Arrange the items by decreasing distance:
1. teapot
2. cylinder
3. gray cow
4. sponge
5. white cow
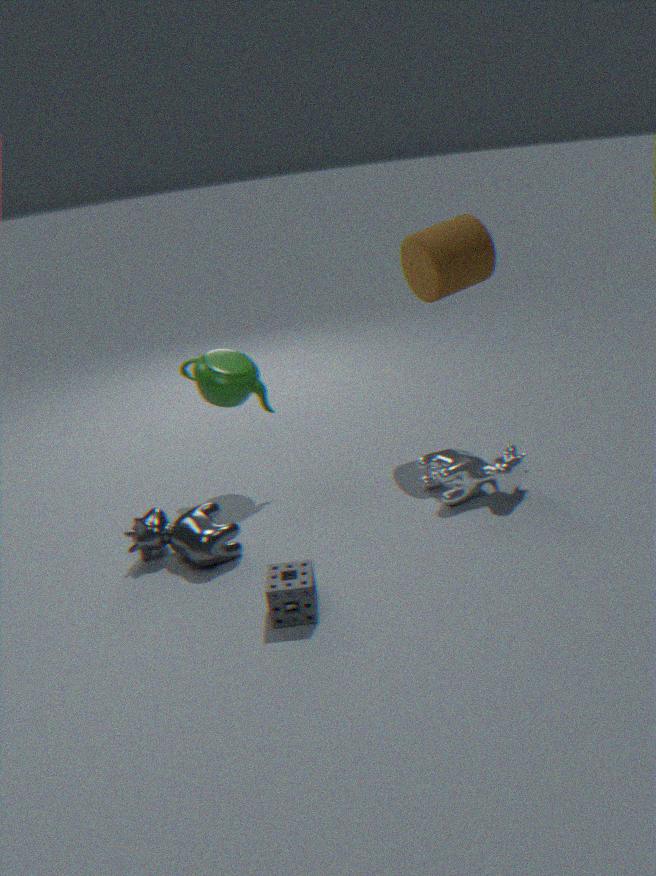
cylinder, teapot, white cow, gray cow, sponge
